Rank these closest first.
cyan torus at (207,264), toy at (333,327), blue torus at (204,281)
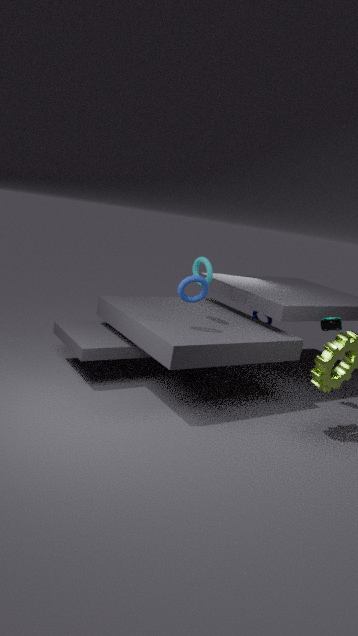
1. blue torus at (204,281)
2. cyan torus at (207,264)
3. toy at (333,327)
